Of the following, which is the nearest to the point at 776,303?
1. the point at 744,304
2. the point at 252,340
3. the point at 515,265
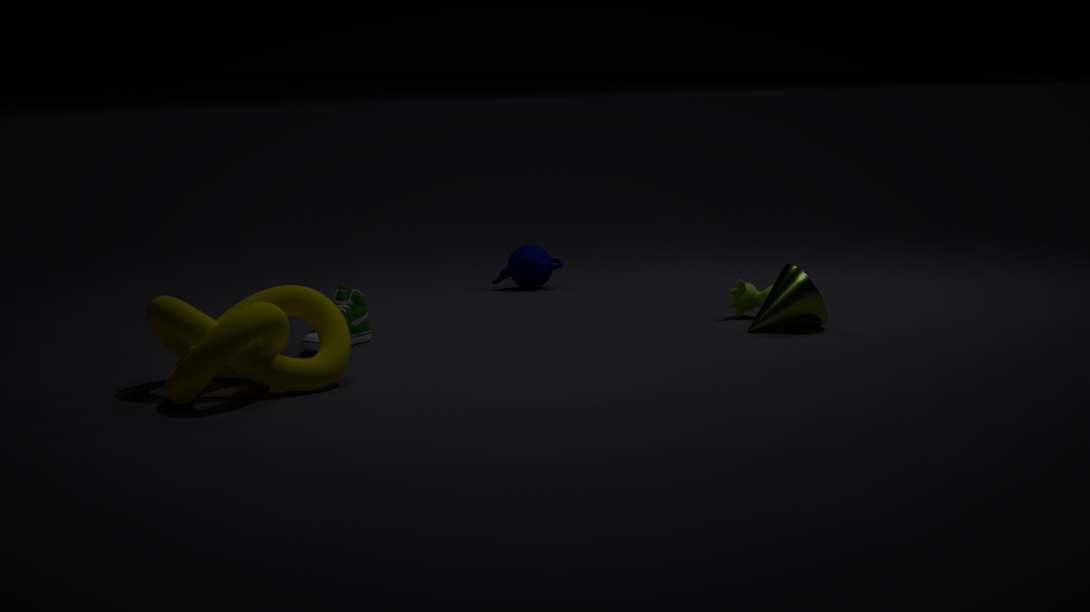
the point at 744,304
